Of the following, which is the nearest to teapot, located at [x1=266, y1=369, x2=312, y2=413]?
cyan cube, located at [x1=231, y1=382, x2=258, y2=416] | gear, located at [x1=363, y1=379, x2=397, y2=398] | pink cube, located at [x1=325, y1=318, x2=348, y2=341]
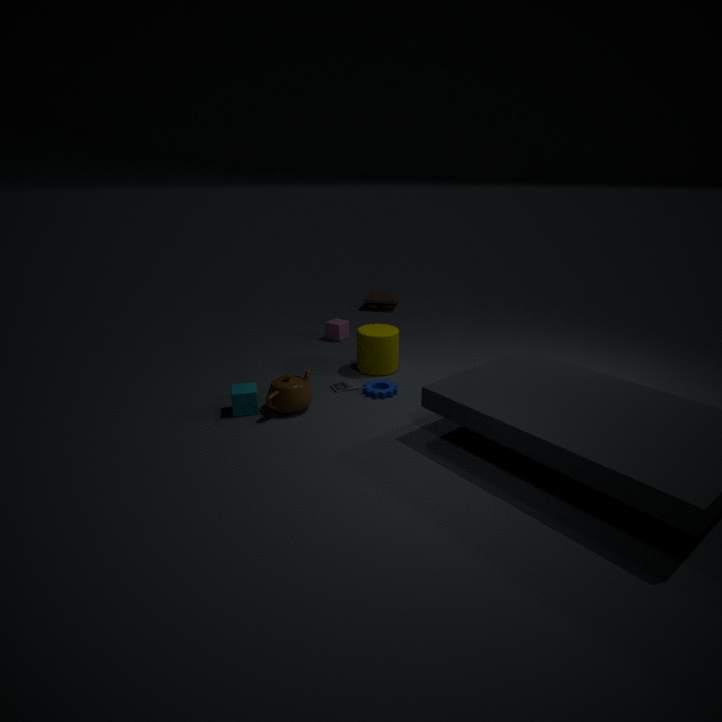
cyan cube, located at [x1=231, y1=382, x2=258, y2=416]
